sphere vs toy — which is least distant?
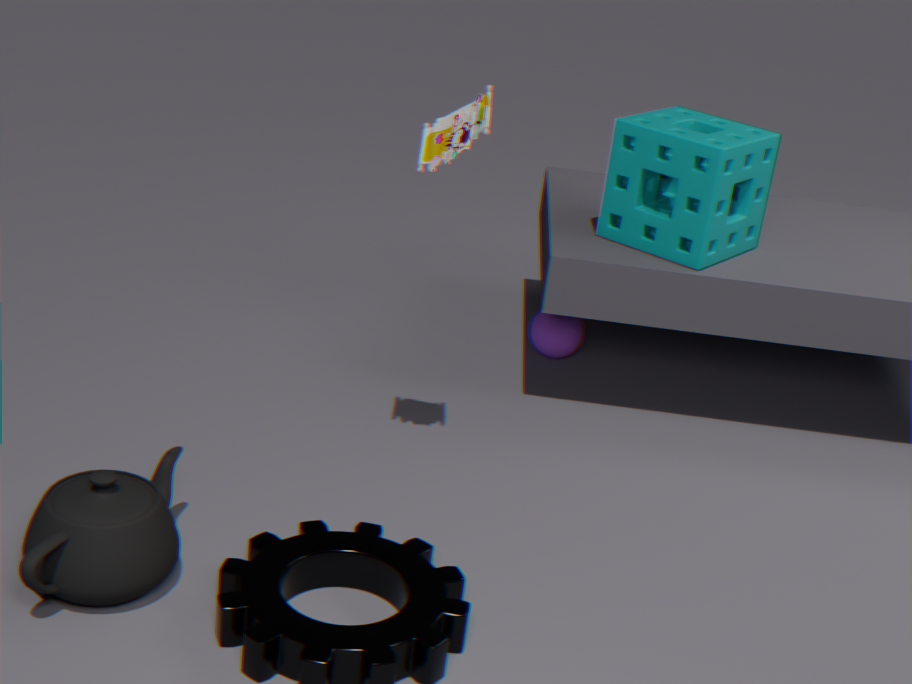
toy
